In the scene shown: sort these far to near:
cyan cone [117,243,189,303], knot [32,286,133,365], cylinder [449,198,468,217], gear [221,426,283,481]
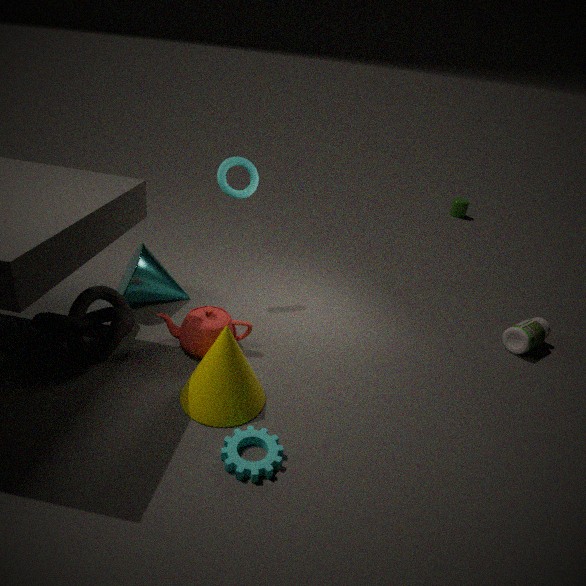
1. cylinder [449,198,468,217]
2. cyan cone [117,243,189,303]
3. knot [32,286,133,365]
4. gear [221,426,283,481]
